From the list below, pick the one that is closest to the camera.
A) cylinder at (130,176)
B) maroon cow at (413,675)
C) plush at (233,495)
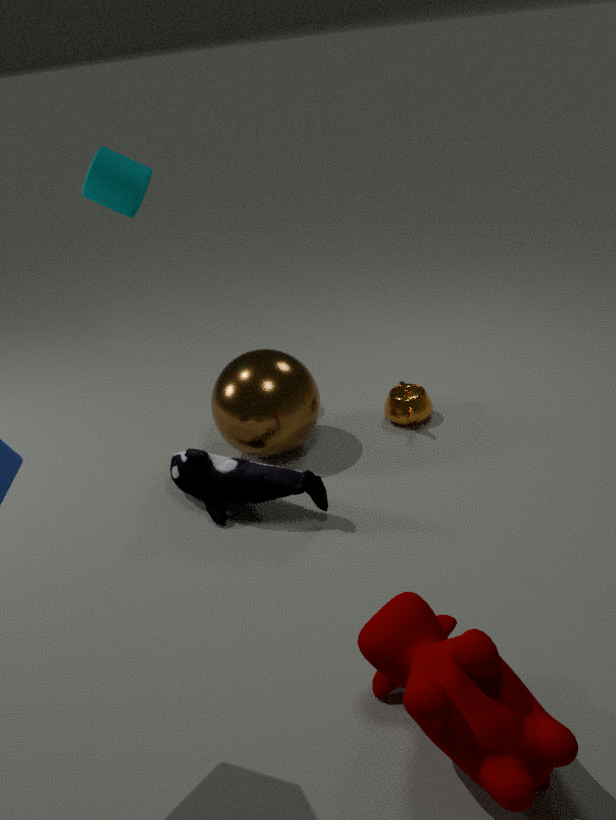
maroon cow at (413,675)
